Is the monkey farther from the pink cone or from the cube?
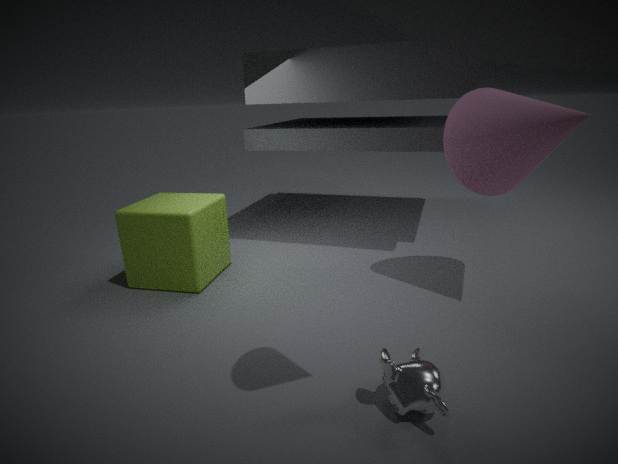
the cube
